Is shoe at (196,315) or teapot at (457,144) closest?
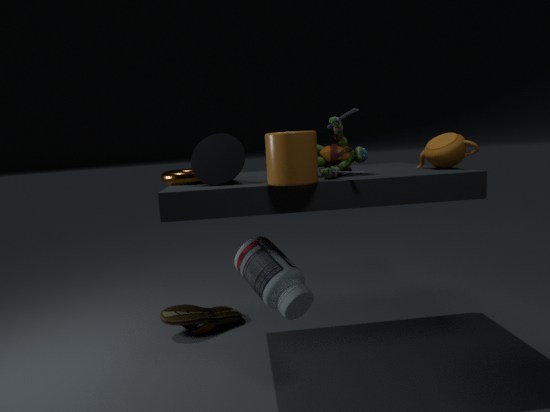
teapot at (457,144)
